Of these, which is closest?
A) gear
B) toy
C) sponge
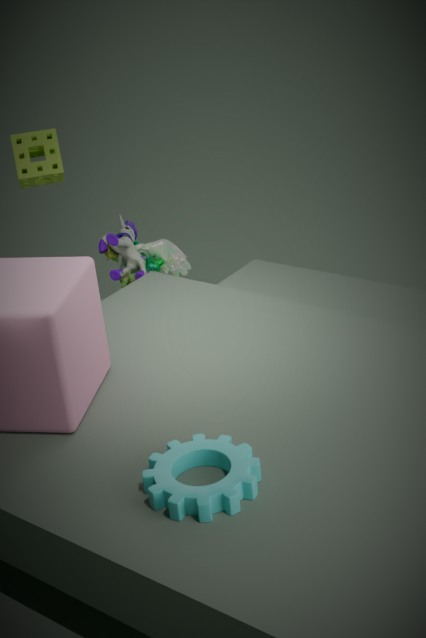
gear
